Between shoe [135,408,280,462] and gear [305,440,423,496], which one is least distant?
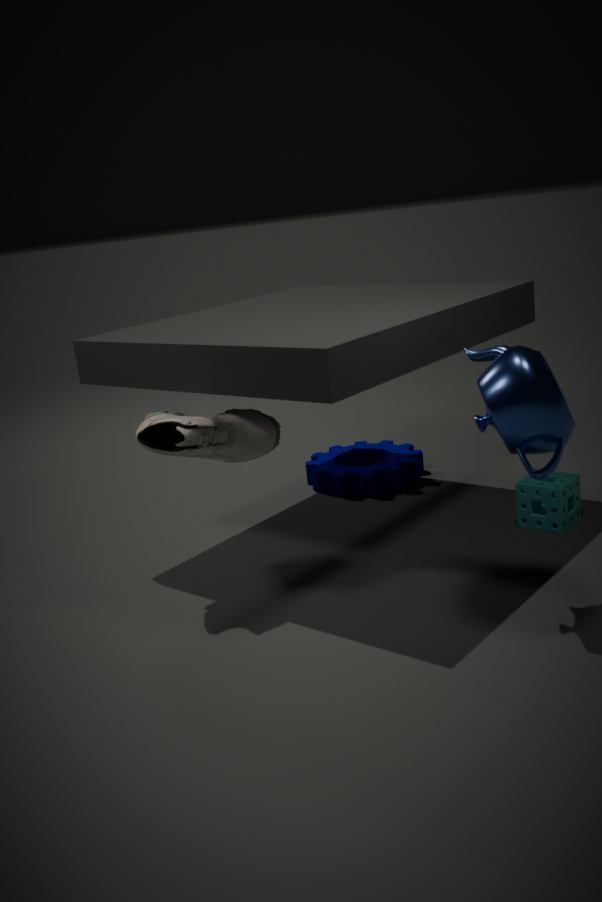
shoe [135,408,280,462]
